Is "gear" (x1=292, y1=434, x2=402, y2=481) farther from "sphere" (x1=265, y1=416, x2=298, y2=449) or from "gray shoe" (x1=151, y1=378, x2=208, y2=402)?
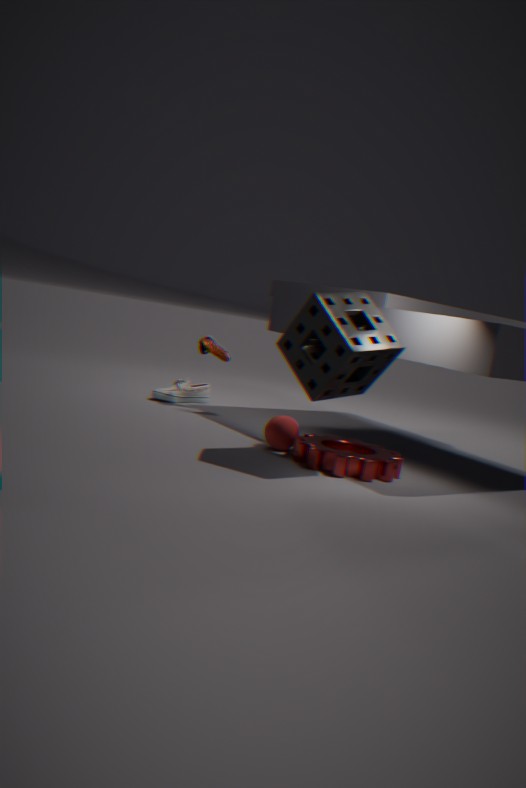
"gray shoe" (x1=151, y1=378, x2=208, y2=402)
